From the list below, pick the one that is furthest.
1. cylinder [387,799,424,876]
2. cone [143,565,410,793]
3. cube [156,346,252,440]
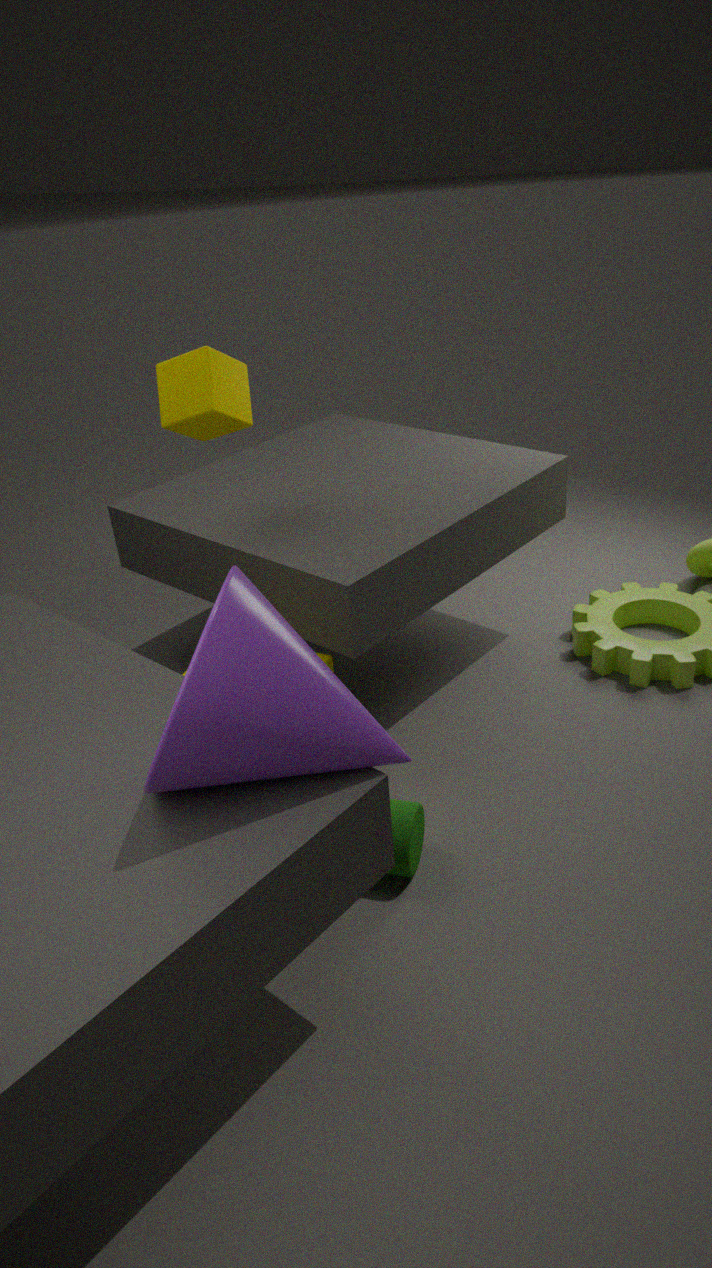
cube [156,346,252,440]
